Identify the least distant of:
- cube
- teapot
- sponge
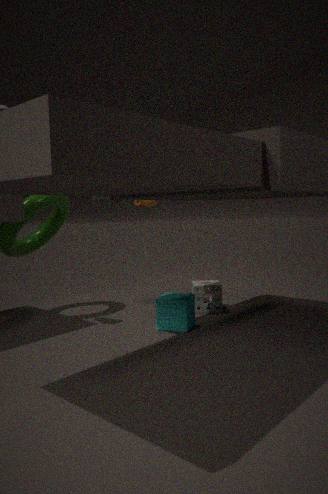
cube
